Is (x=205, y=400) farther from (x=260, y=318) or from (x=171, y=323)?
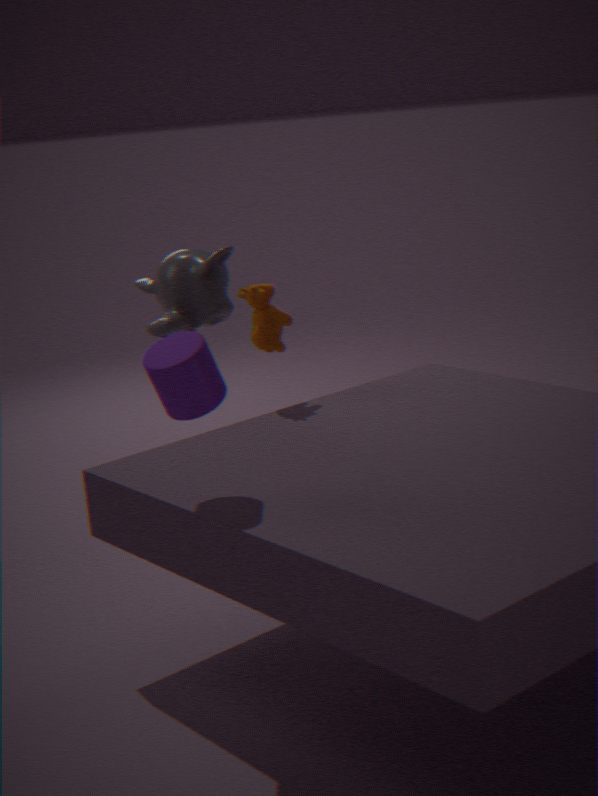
(x=171, y=323)
